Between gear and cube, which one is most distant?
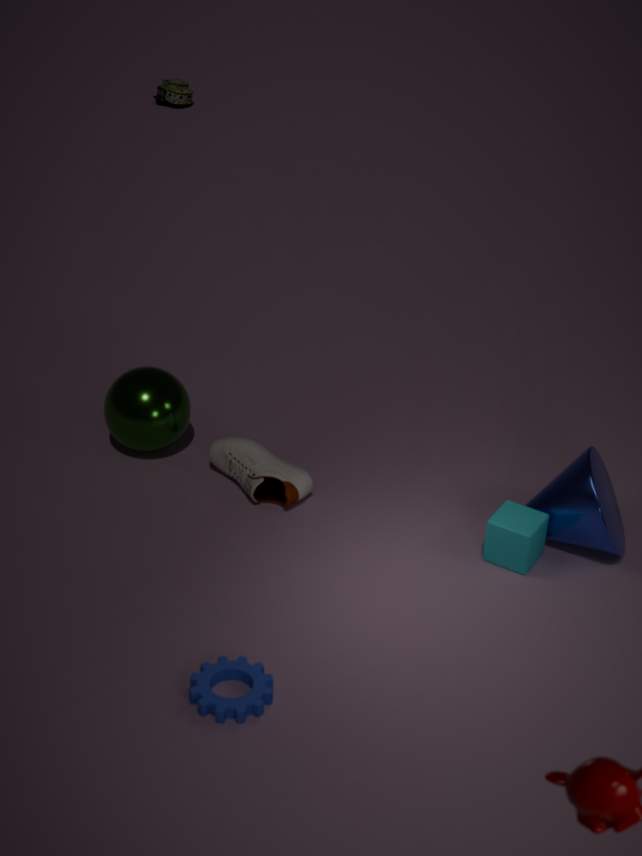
cube
